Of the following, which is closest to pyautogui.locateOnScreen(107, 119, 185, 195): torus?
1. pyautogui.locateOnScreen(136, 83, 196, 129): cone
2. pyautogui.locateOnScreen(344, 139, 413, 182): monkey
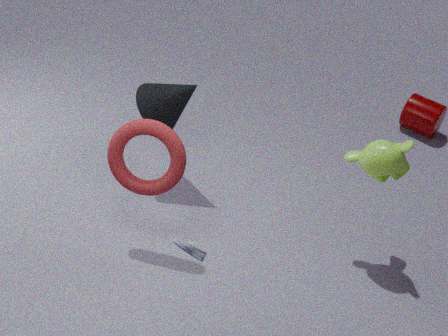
pyautogui.locateOnScreen(136, 83, 196, 129): cone
